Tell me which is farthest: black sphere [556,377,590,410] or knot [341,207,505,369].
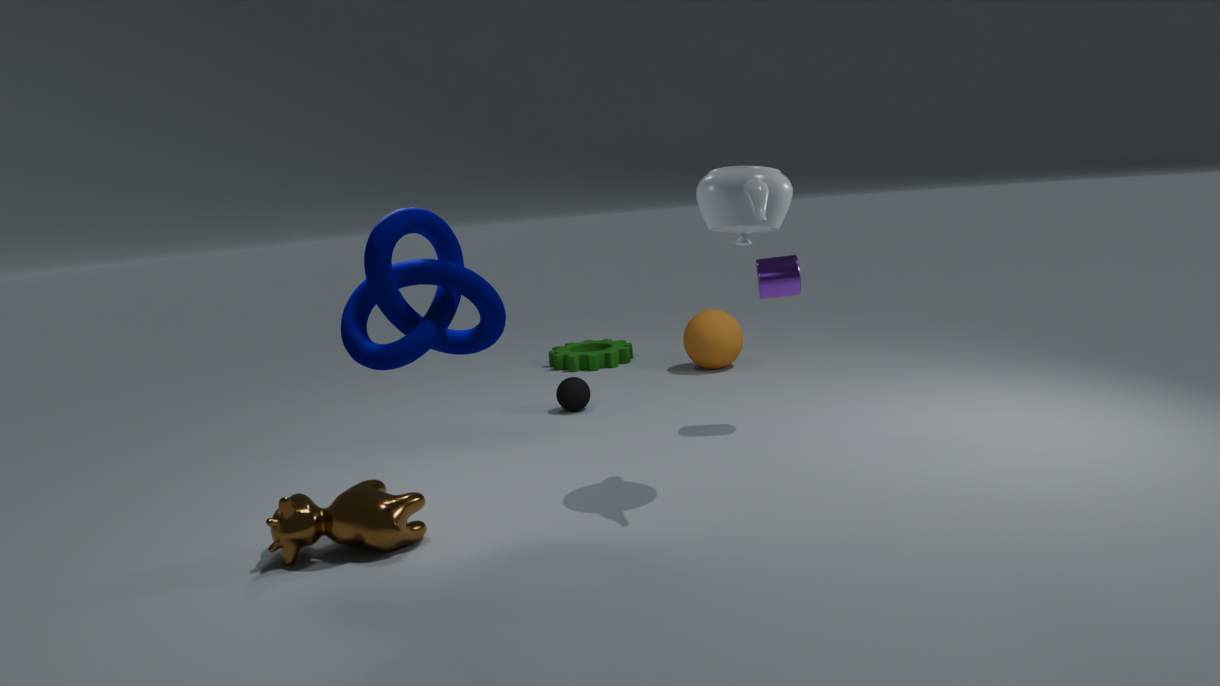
black sphere [556,377,590,410]
